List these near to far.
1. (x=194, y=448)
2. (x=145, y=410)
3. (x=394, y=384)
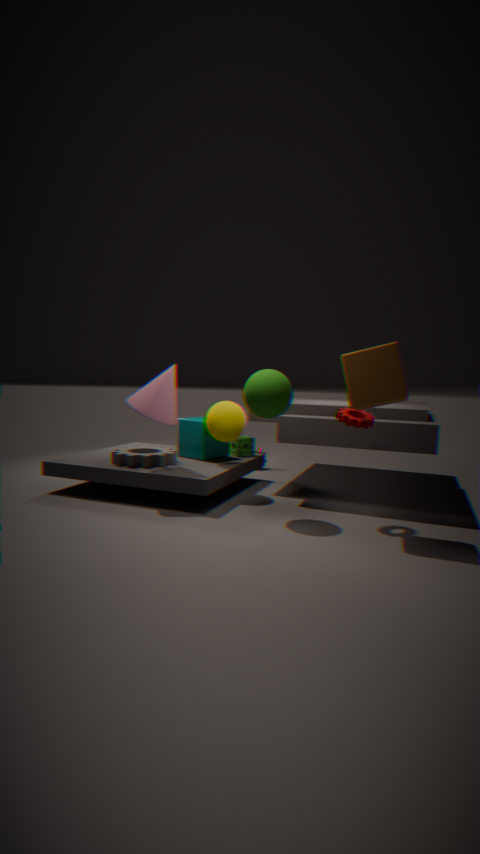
(x=394, y=384), (x=145, y=410), (x=194, y=448)
